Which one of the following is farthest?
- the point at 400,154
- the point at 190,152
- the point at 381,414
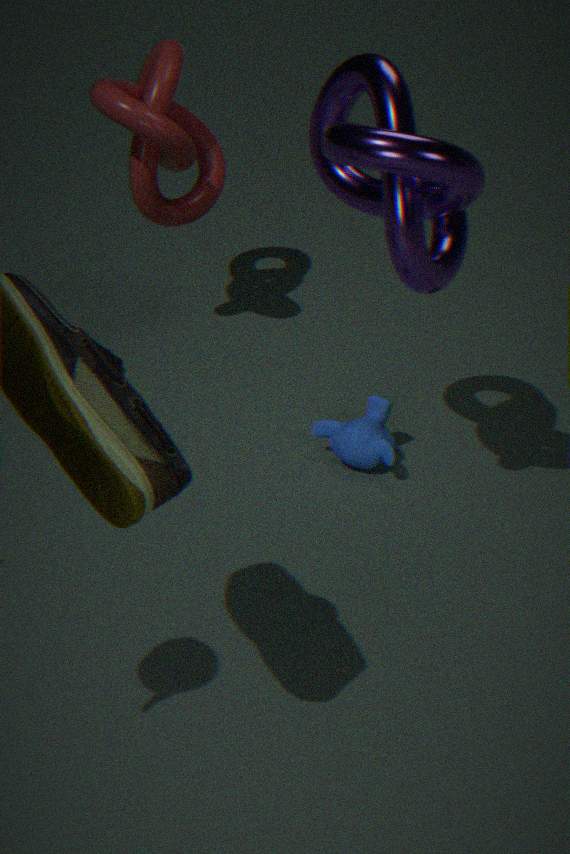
the point at 190,152
